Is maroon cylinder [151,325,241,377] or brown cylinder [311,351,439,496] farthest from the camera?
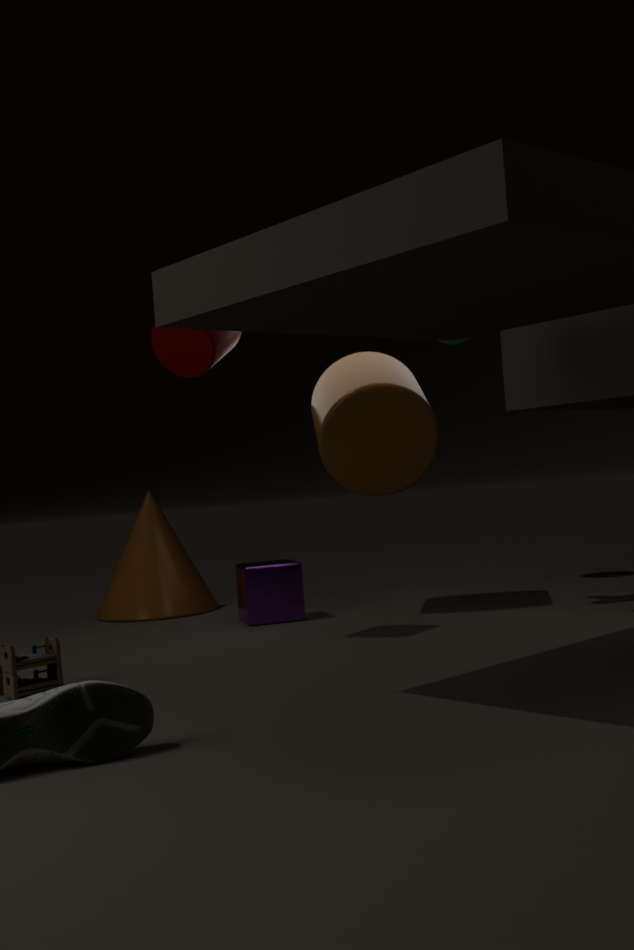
brown cylinder [311,351,439,496]
